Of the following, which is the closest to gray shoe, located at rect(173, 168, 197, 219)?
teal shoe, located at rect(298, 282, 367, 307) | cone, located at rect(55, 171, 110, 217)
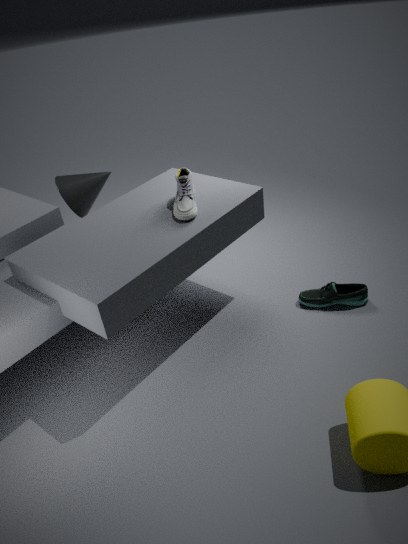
cone, located at rect(55, 171, 110, 217)
